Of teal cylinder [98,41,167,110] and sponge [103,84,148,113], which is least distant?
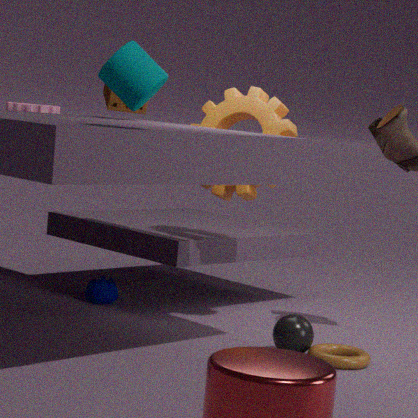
teal cylinder [98,41,167,110]
